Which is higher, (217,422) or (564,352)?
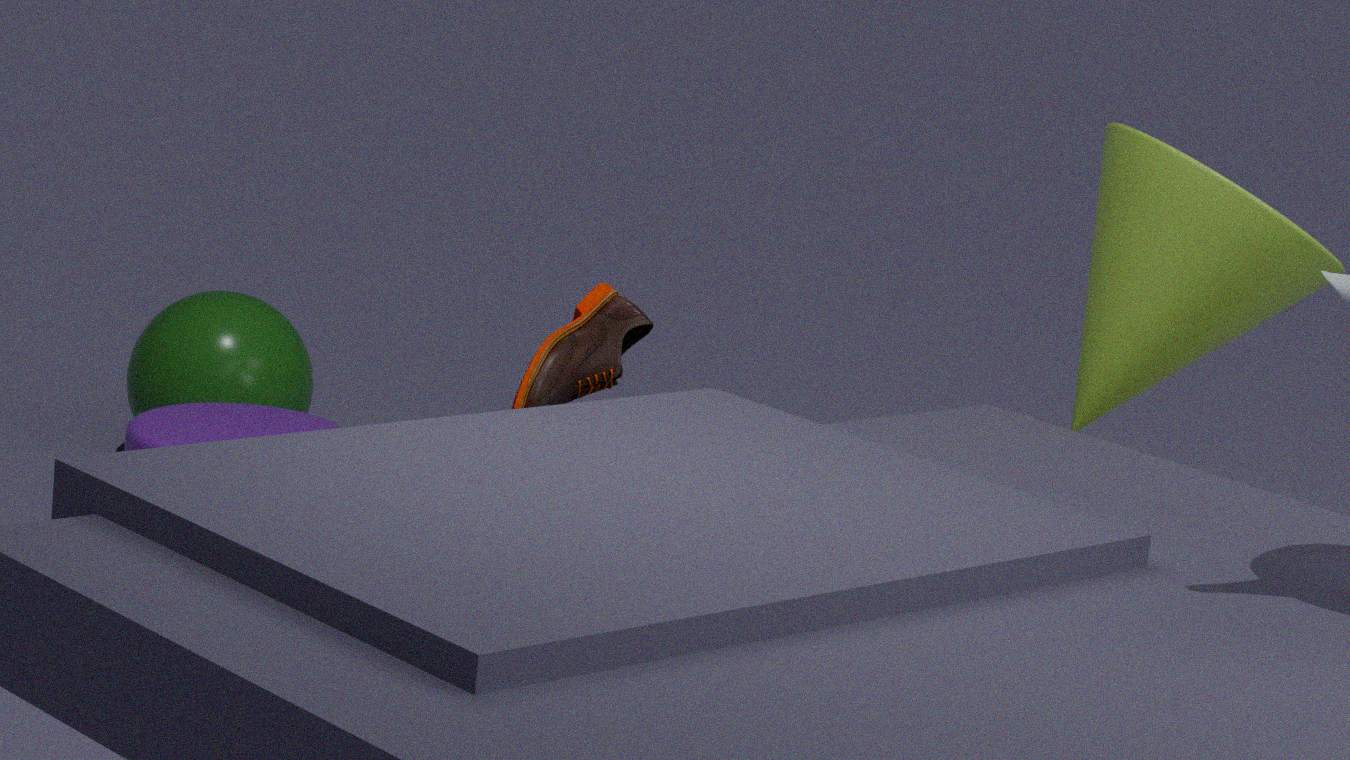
(564,352)
